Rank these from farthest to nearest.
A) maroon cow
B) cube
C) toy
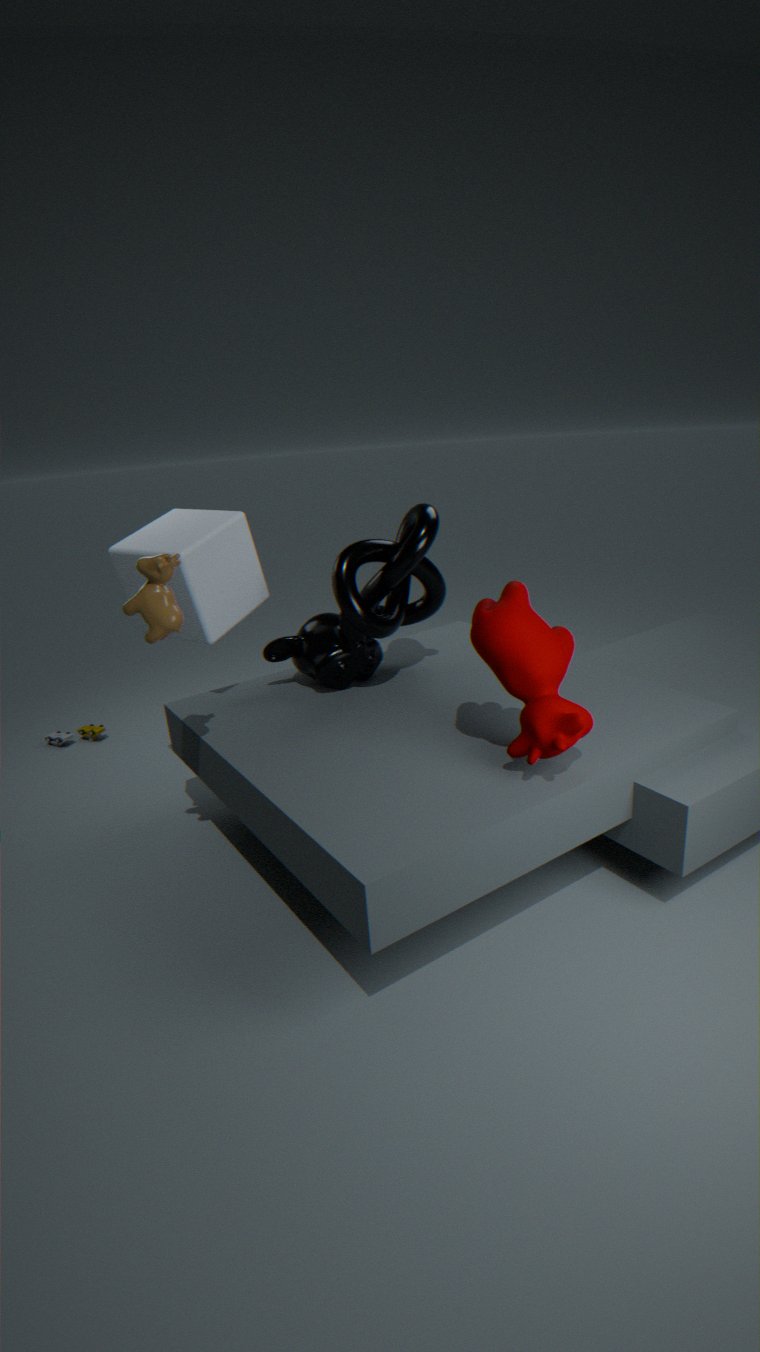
toy → cube → maroon cow
